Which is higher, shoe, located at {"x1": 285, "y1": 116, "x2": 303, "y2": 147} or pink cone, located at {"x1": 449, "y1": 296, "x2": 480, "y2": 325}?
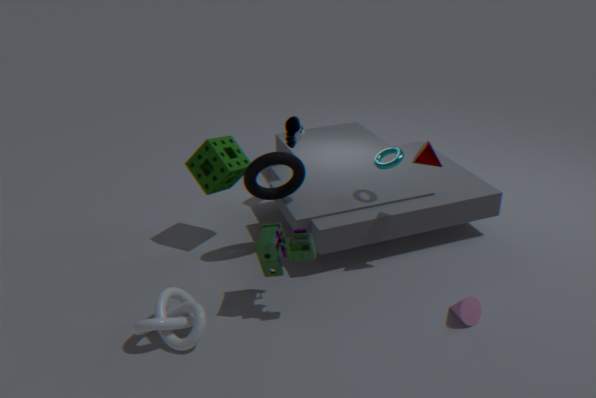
shoe, located at {"x1": 285, "y1": 116, "x2": 303, "y2": 147}
